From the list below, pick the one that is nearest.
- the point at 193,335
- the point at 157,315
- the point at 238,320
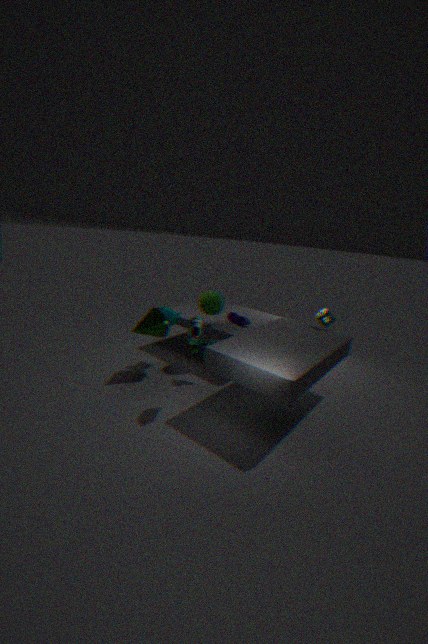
the point at 193,335
